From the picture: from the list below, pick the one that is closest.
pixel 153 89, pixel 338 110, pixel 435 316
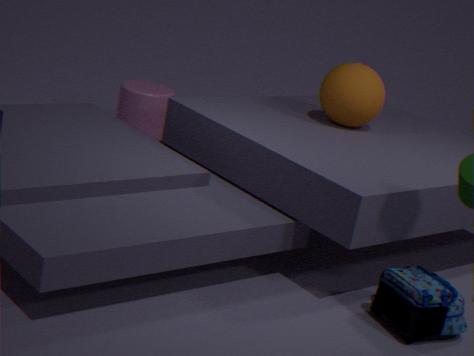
pixel 435 316
